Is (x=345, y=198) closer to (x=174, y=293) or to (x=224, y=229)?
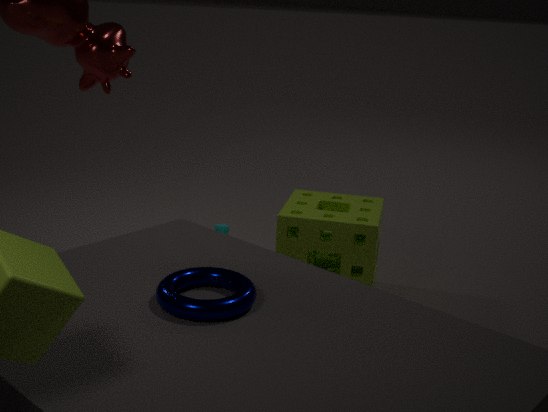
(x=224, y=229)
